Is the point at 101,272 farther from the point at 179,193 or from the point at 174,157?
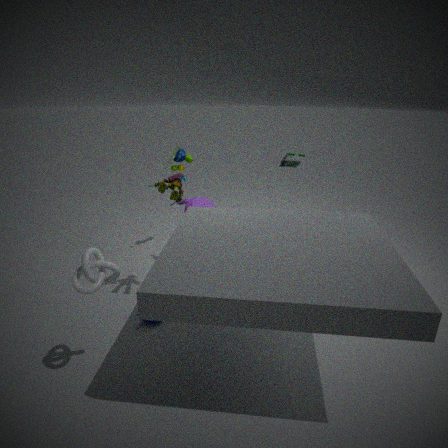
the point at 174,157
